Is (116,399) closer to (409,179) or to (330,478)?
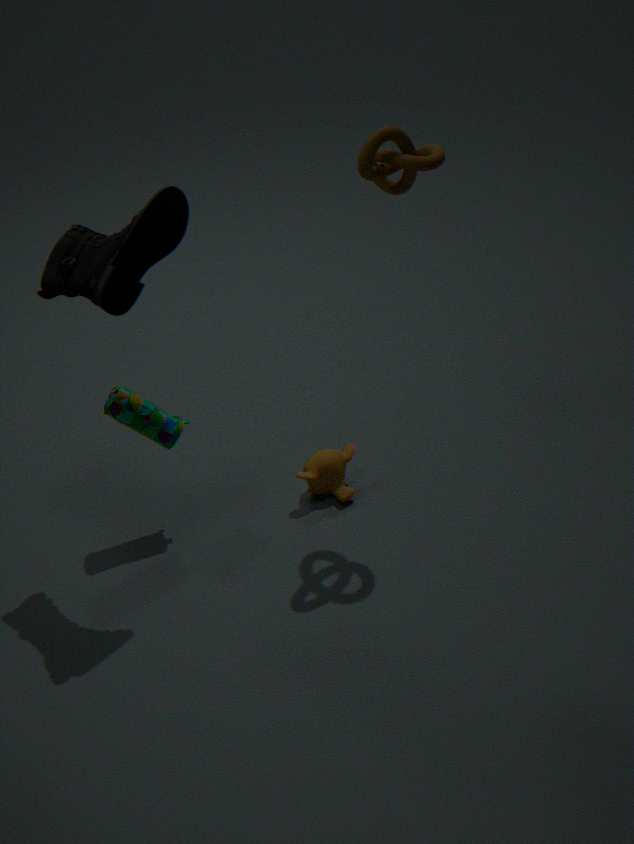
(330,478)
